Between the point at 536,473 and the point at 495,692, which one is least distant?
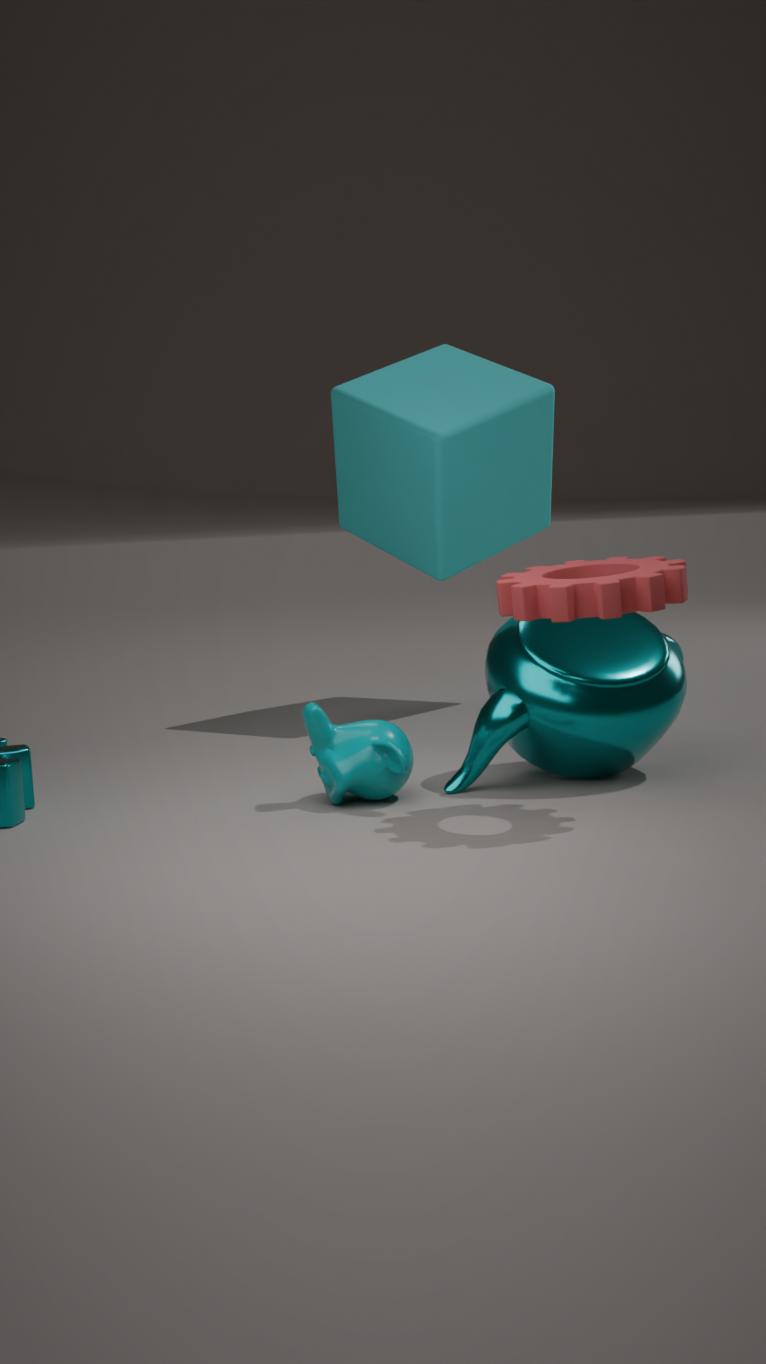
the point at 495,692
